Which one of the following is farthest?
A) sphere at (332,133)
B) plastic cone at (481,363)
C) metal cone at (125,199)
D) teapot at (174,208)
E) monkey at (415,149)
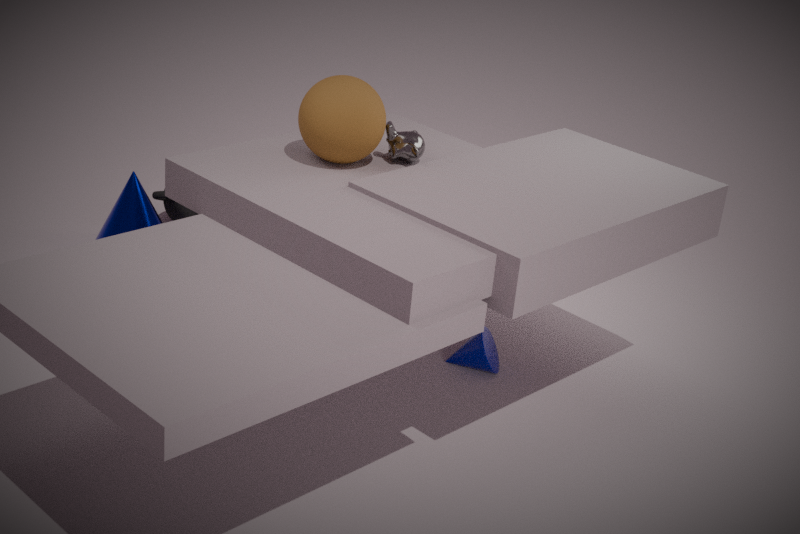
teapot at (174,208)
